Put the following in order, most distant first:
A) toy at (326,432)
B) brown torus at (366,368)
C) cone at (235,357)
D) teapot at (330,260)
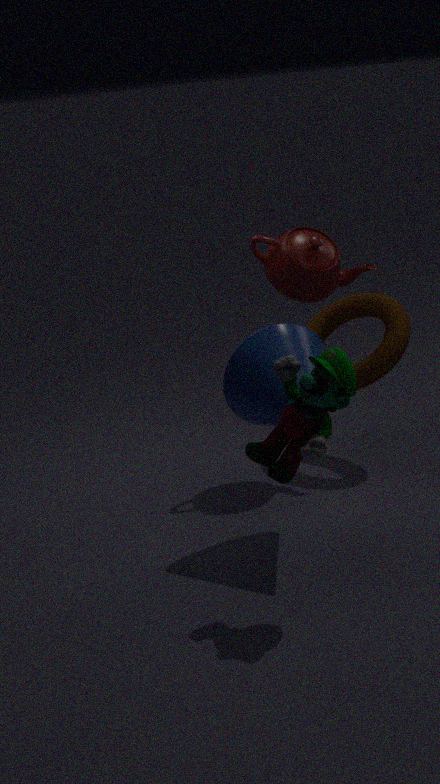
brown torus at (366,368) < teapot at (330,260) < cone at (235,357) < toy at (326,432)
